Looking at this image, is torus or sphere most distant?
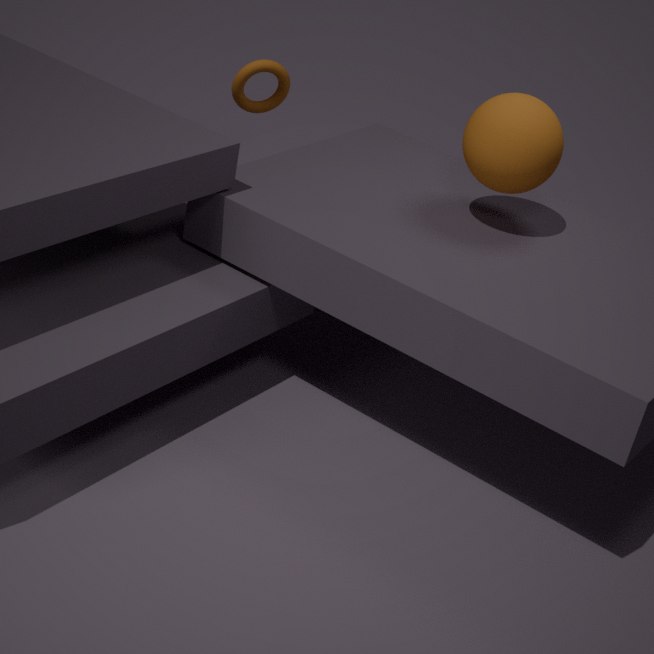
torus
